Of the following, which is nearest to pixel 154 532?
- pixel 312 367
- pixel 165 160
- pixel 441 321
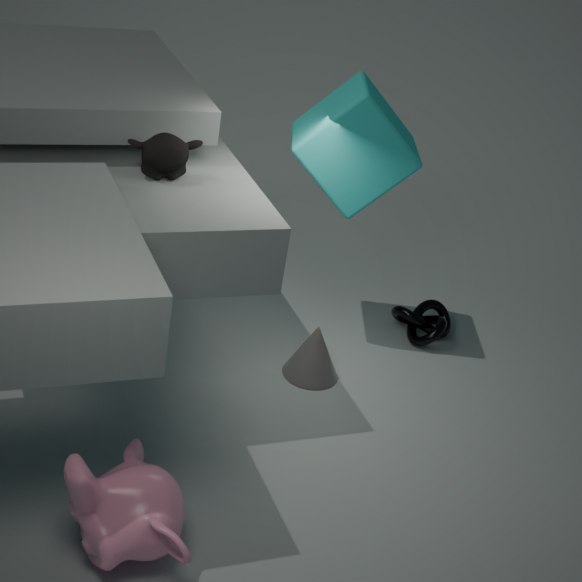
pixel 312 367
